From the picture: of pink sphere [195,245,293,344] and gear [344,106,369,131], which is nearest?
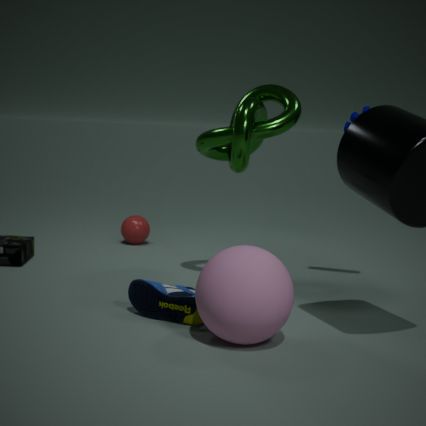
pink sphere [195,245,293,344]
